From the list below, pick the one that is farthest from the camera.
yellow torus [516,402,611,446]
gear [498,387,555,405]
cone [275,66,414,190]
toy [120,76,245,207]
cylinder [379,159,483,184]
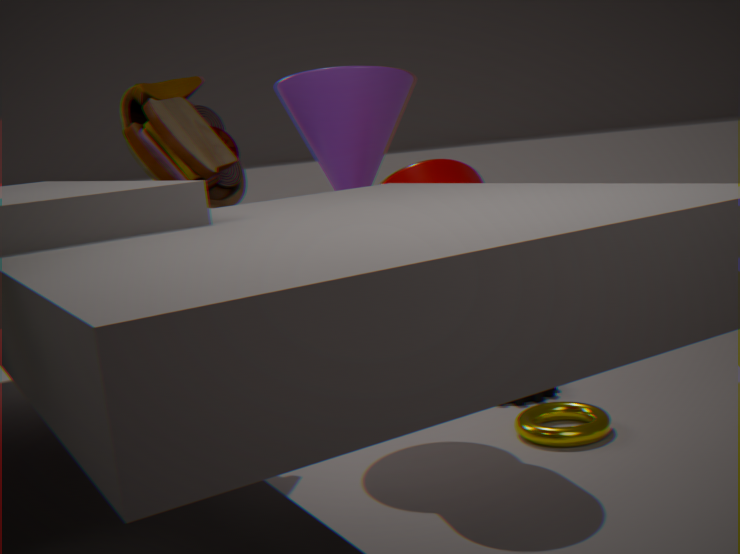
gear [498,387,555,405]
